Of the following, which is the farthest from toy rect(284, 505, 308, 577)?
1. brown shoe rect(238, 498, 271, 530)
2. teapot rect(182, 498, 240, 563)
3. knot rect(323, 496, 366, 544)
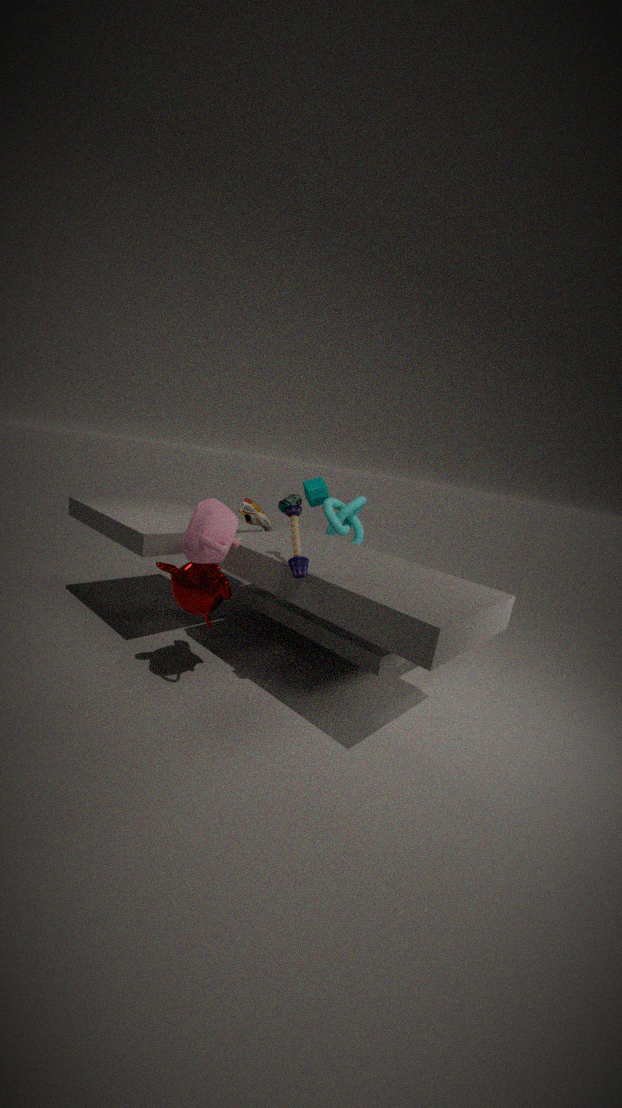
knot rect(323, 496, 366, 544)
